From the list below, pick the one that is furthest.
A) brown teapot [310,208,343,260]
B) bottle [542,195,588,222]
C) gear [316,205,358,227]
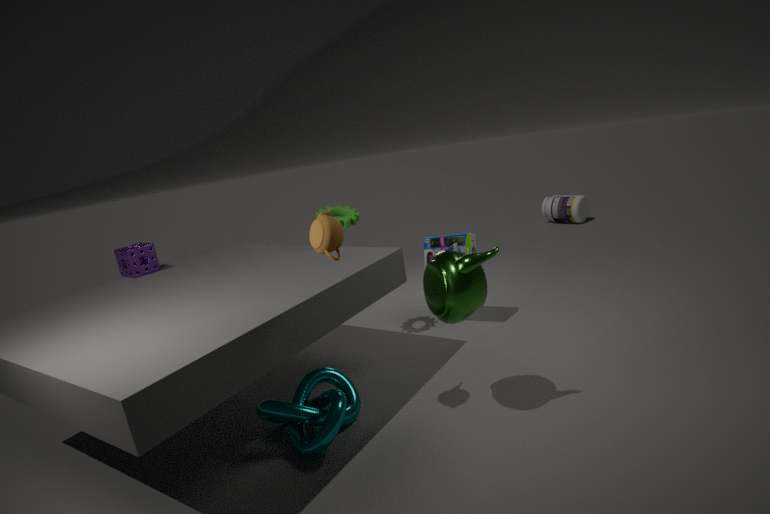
bottle [542,195,588,222]
